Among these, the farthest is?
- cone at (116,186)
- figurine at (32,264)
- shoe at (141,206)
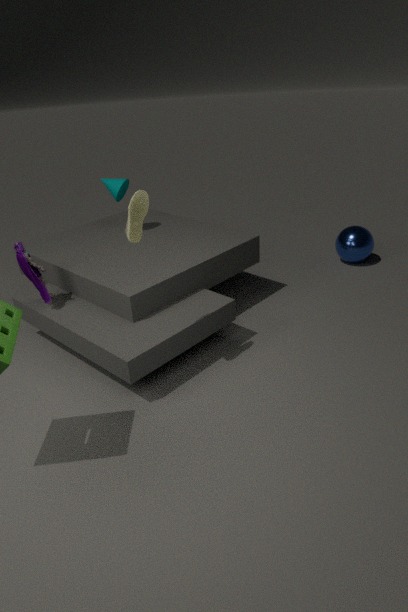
cone at (116,186)
